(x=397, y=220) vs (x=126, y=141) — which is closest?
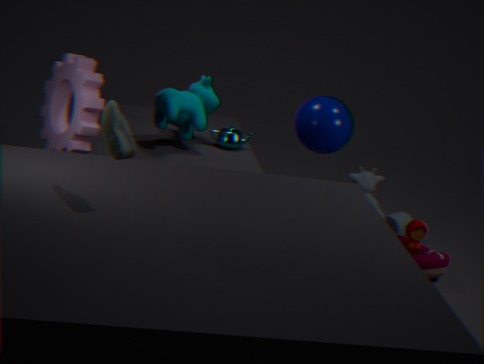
(x=126, y=141)
